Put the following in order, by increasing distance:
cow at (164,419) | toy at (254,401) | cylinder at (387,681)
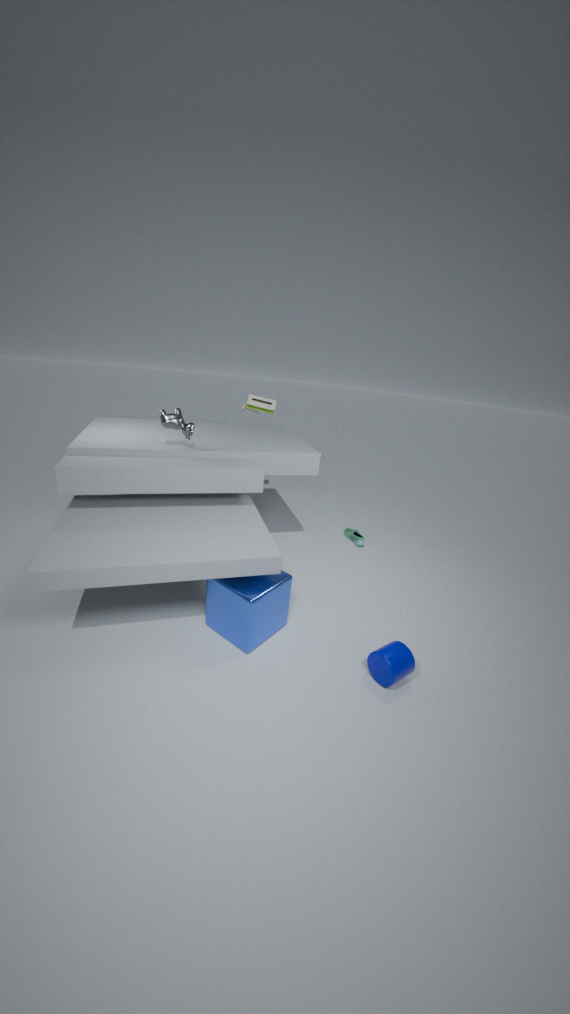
1. cylinder at (387,681)
2. cow at (164,419)
3. toy at (254,401)
